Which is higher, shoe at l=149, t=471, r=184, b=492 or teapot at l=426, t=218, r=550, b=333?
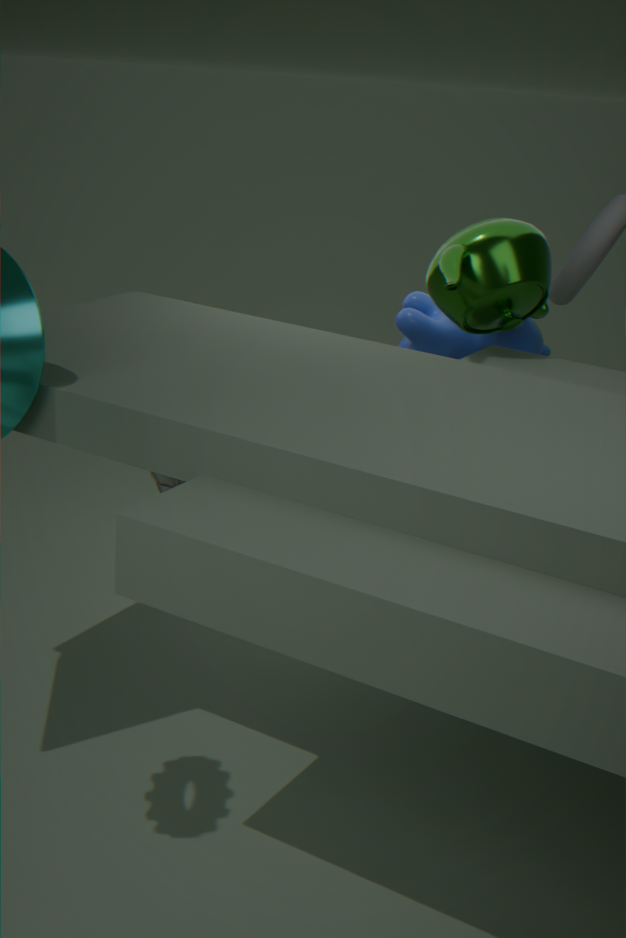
teapot at l=426, t=218, r=550, b=333
